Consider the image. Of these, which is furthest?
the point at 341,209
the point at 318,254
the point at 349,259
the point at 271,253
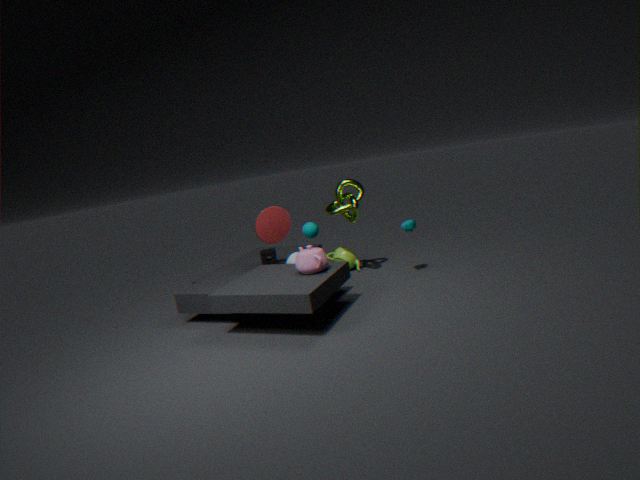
the point at 349,259
